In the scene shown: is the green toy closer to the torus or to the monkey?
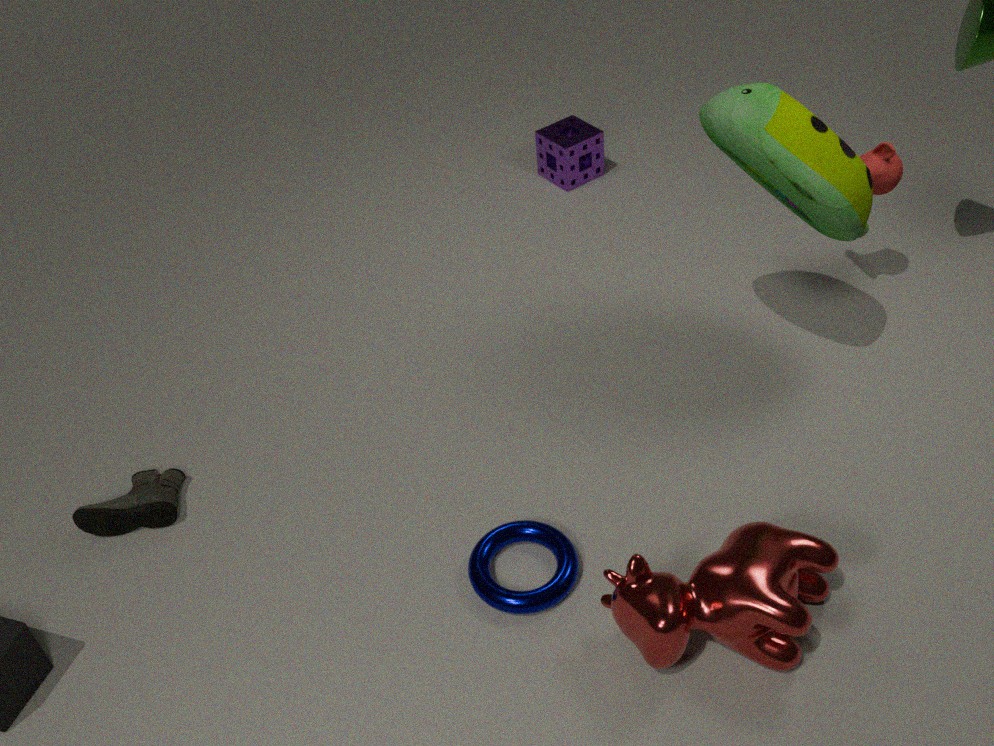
the monkey
